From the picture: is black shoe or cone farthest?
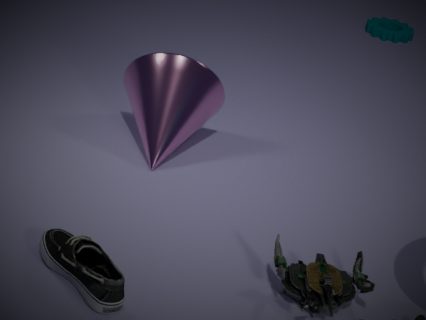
cone
